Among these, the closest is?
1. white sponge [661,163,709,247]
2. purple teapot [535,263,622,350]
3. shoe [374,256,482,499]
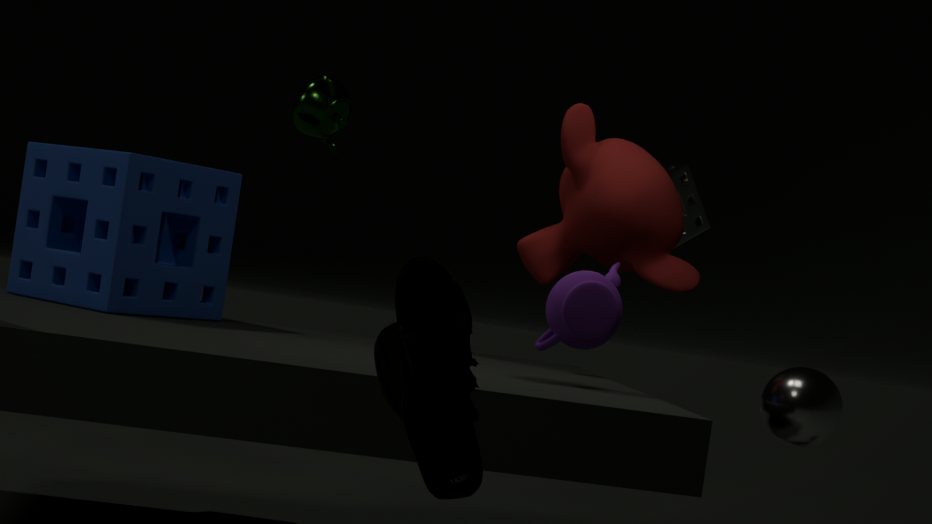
shoe [374,256,482,499]
